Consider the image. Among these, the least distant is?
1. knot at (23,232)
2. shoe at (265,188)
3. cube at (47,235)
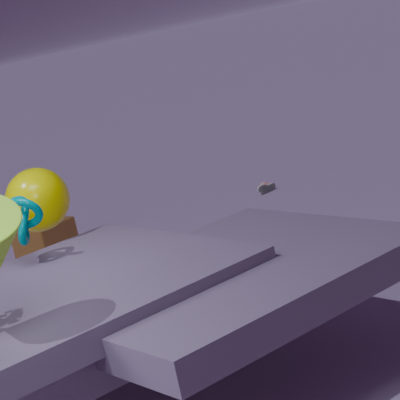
knot at (23,232)
